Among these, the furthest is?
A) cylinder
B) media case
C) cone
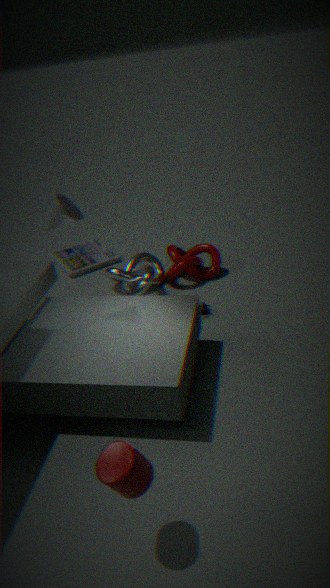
media case
